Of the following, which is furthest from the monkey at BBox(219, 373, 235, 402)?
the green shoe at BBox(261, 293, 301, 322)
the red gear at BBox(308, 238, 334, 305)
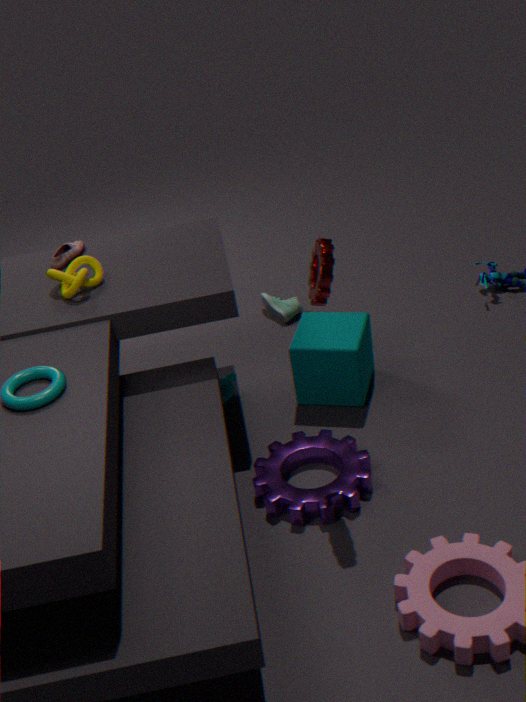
the red gear at BBox(308, 238, 334, 305)
